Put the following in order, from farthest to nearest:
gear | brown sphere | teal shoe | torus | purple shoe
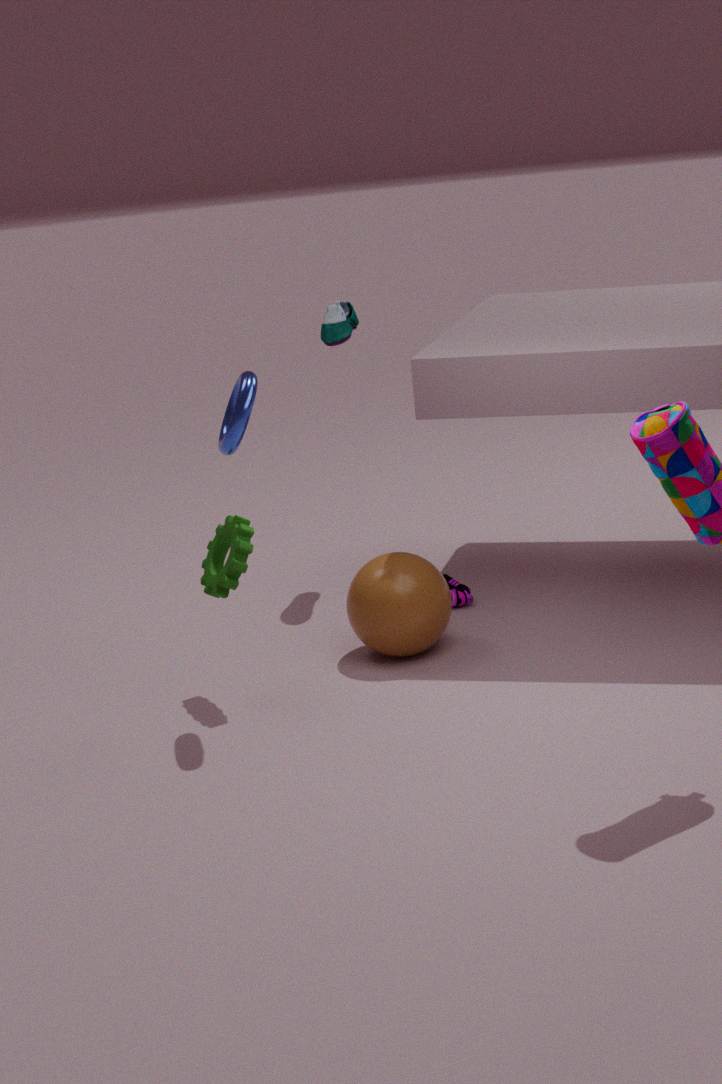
teal shoe → purple shoe → brown sphere → gear → torus
